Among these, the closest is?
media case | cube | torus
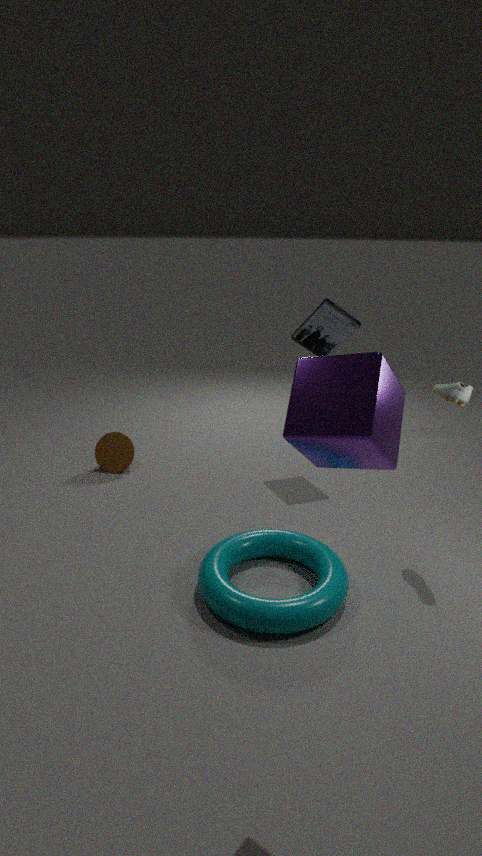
cube
